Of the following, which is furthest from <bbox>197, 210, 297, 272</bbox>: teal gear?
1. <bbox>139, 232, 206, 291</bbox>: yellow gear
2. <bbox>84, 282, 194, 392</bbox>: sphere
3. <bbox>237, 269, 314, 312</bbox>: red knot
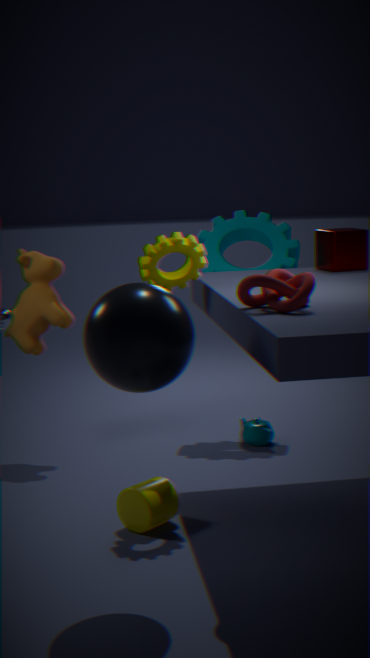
<bbox>84, 282, 194, 392</bbox>: sphere
